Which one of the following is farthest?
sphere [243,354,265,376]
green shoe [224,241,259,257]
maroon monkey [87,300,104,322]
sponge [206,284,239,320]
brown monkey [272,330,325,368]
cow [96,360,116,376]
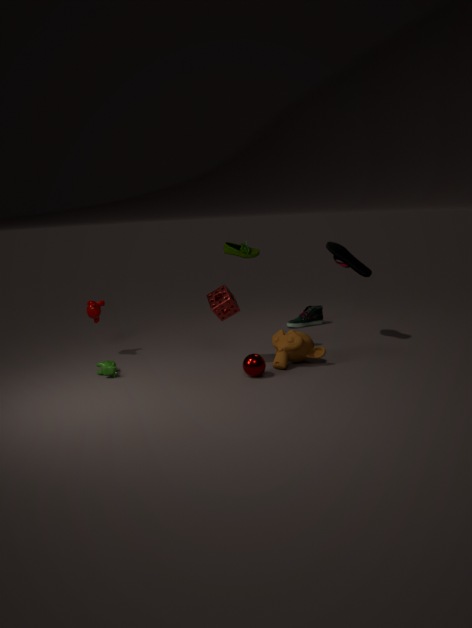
maroon monkey [87,300,104,322]
